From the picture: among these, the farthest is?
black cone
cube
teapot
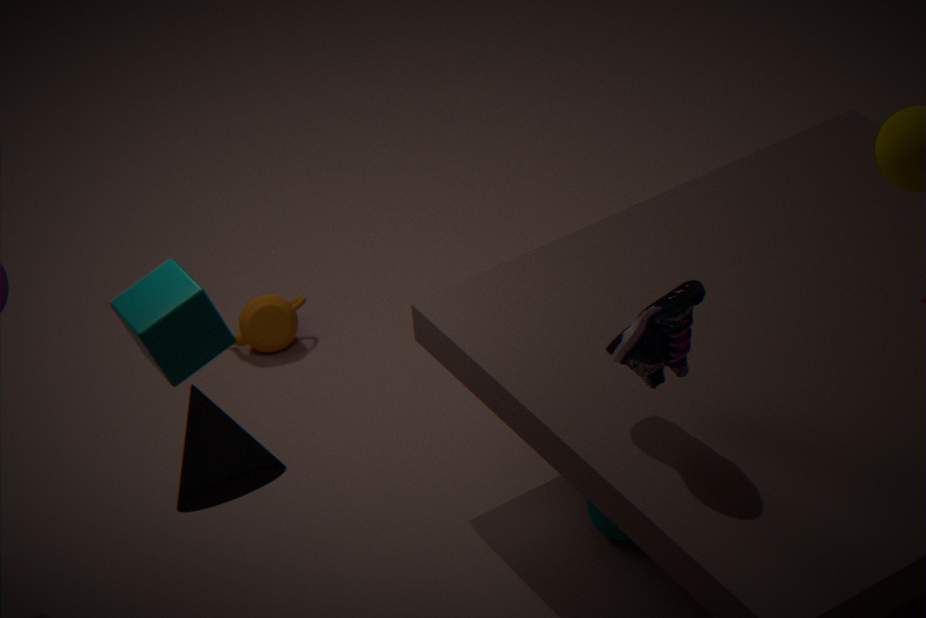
teapot
